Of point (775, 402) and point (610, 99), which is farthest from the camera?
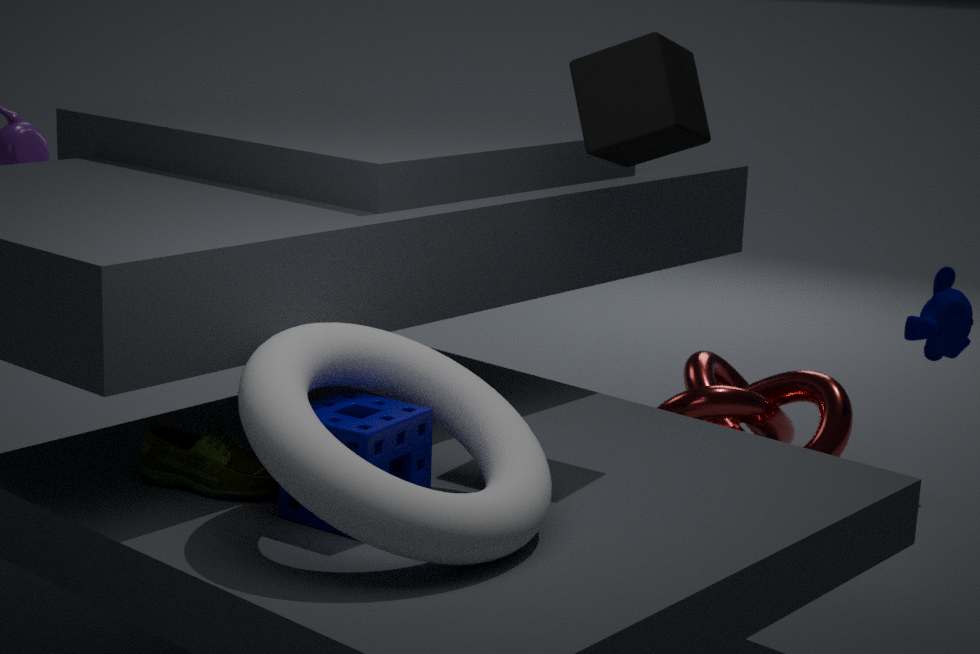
point (775, 402)
